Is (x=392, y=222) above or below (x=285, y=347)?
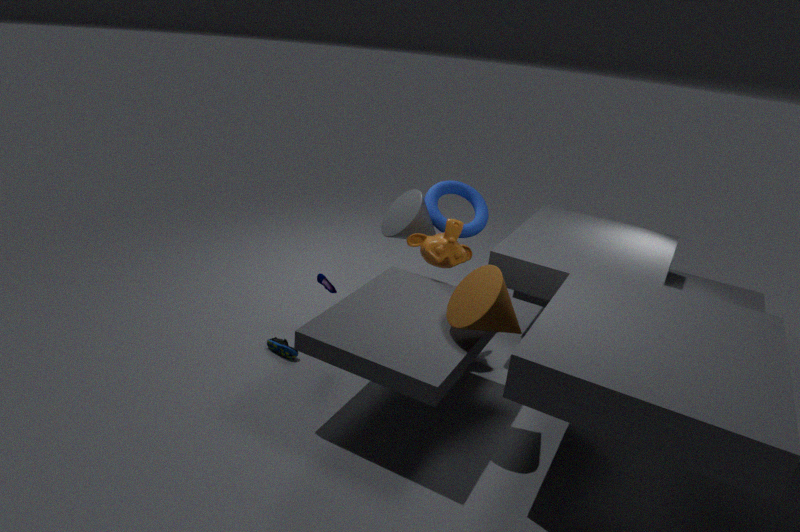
above
